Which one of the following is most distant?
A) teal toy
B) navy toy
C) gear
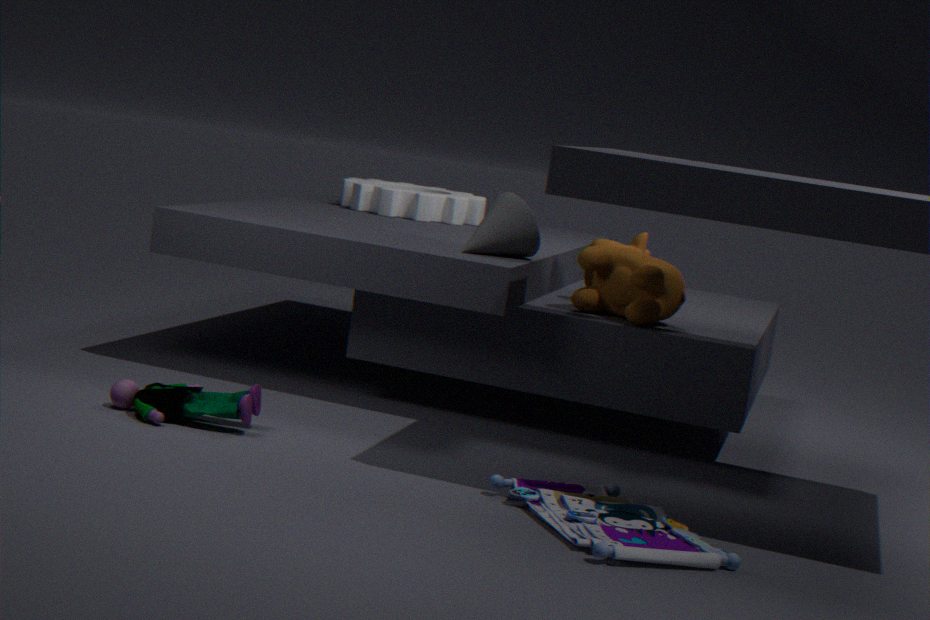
gear
